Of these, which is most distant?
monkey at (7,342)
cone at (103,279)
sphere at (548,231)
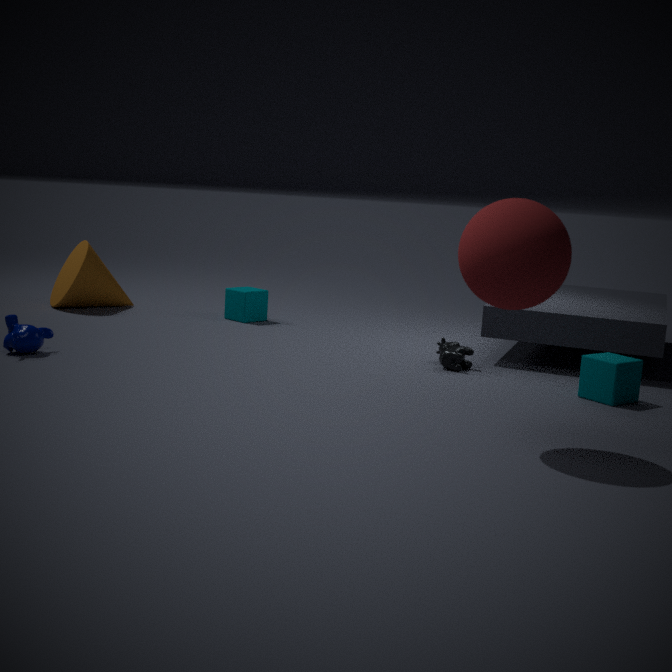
cone at (103,279)
